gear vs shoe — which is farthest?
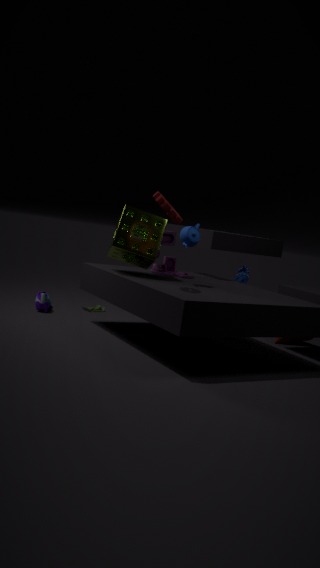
shoe
